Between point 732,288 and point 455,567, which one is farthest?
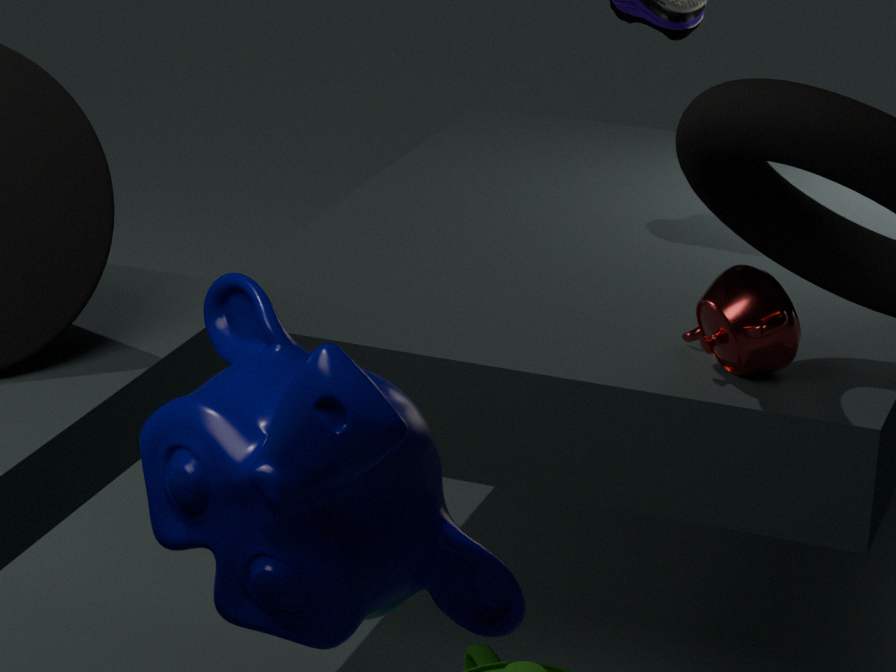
point 732,288
